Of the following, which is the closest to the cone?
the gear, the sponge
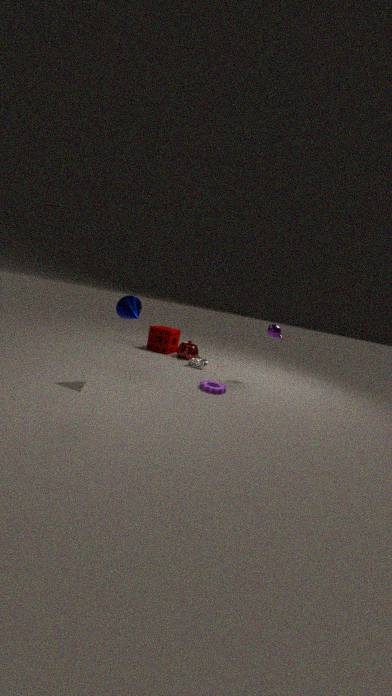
the gear
